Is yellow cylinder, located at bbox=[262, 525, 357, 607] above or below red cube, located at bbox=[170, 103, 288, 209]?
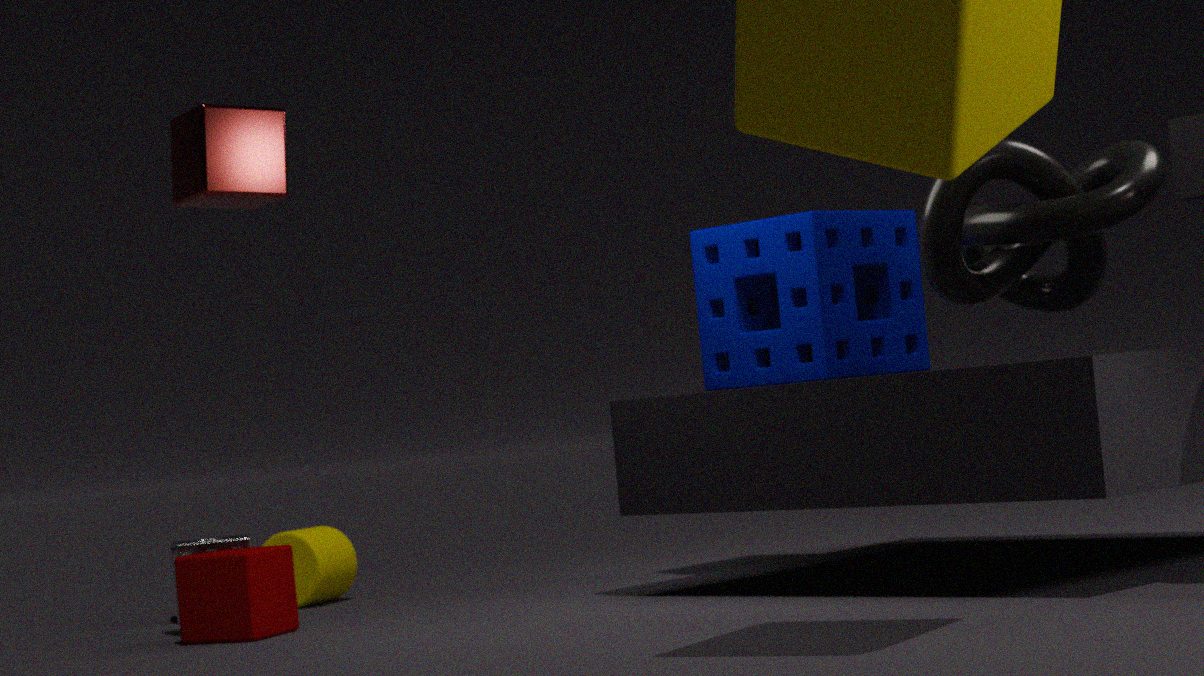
below
